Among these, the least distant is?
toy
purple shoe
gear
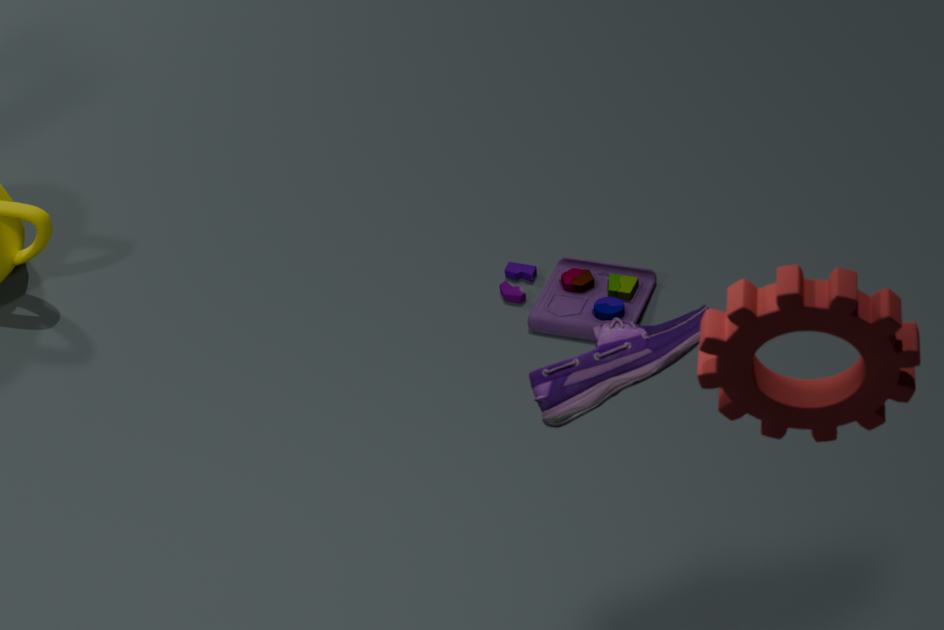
gear
